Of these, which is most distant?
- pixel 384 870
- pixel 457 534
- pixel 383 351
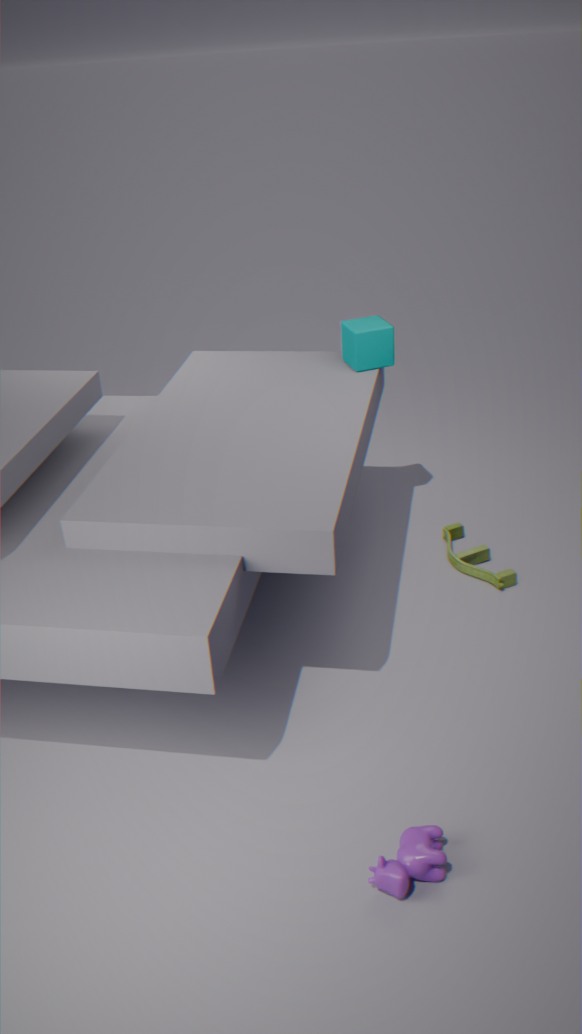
pixel 457 534
